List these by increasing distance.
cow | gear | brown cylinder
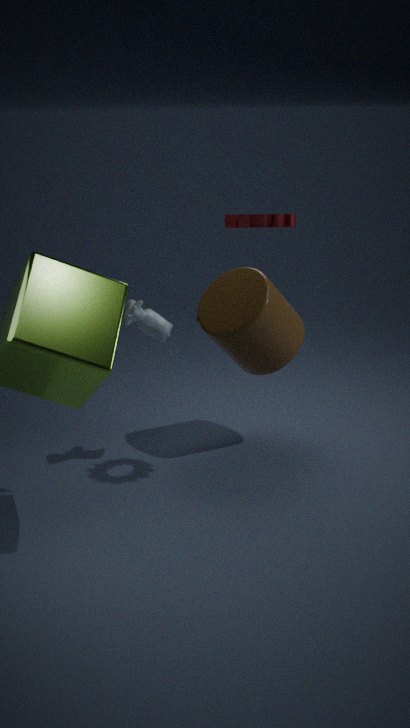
1. gear
2. cow
3. brown cylinder
